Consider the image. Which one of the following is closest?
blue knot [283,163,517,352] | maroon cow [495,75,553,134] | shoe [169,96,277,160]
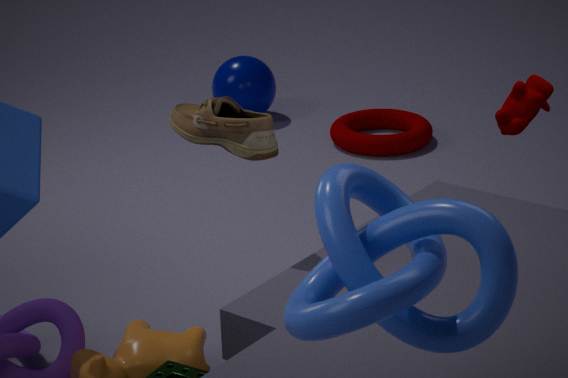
blue knot [283,163,517,352]
